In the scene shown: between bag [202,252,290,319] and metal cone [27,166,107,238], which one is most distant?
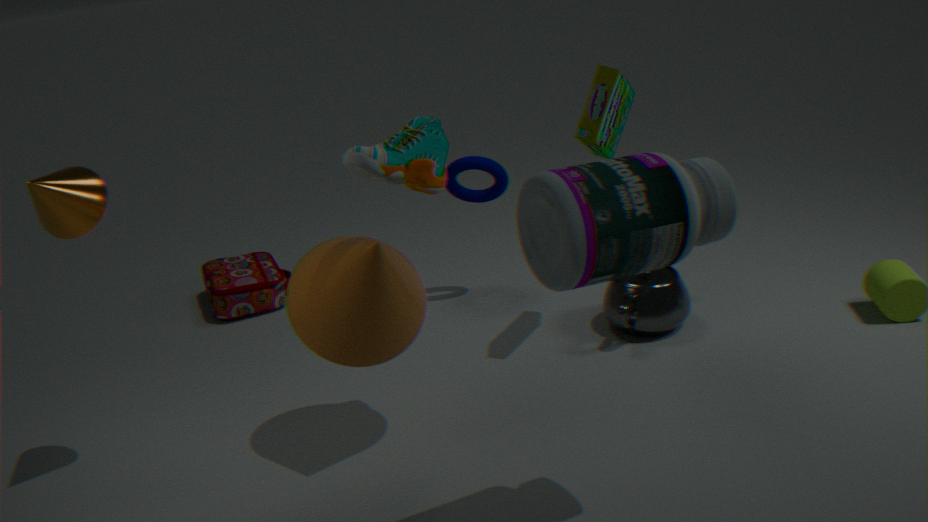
bag [202,252,290,319]
